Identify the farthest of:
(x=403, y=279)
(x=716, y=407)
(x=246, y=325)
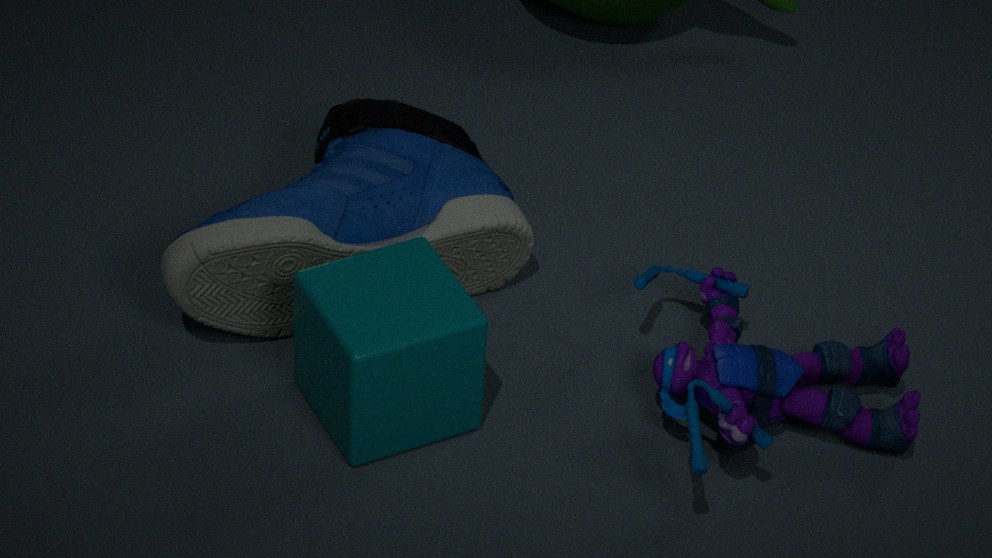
(x=246, y=325)
